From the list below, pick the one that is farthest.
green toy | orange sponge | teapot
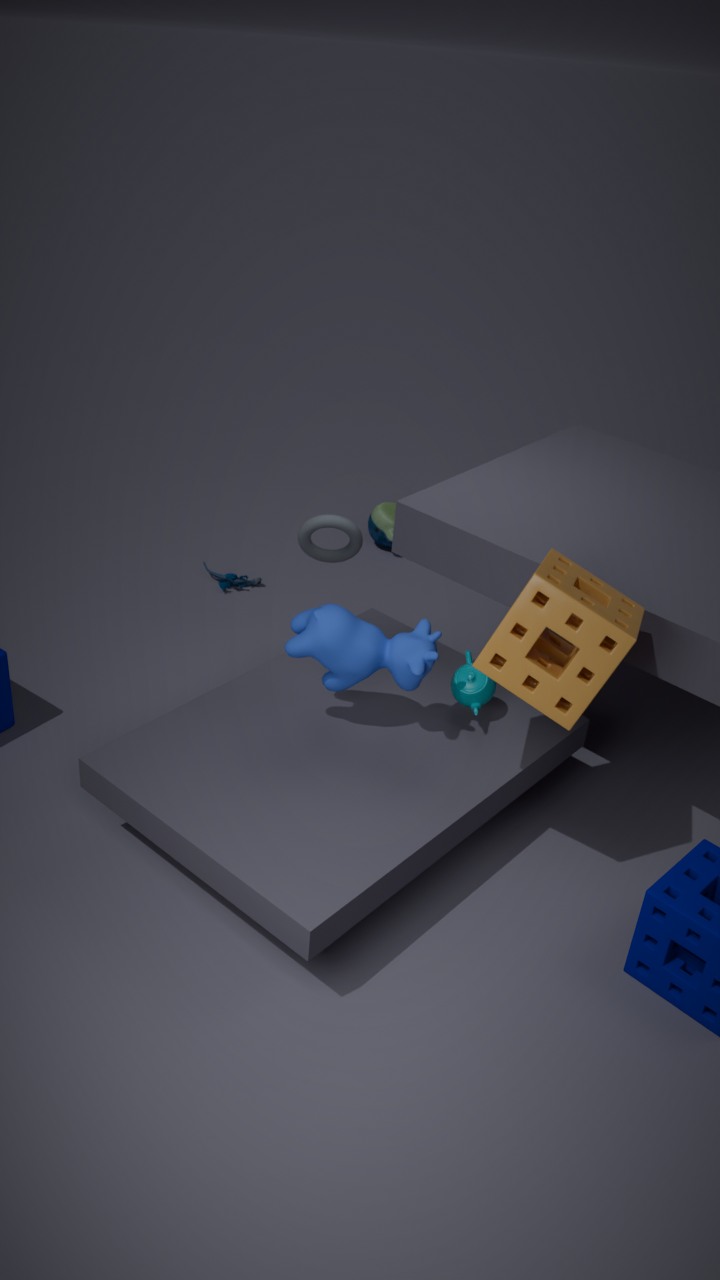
green toy
